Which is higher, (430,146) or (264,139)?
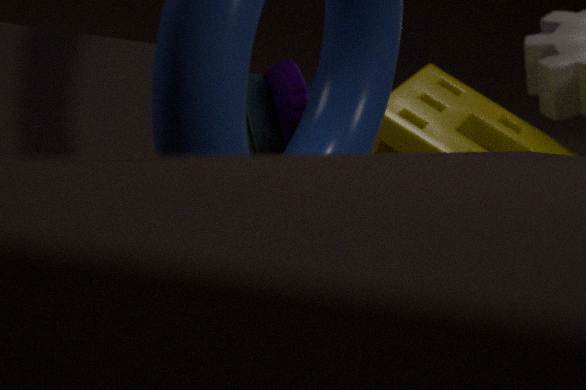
(264,139)
